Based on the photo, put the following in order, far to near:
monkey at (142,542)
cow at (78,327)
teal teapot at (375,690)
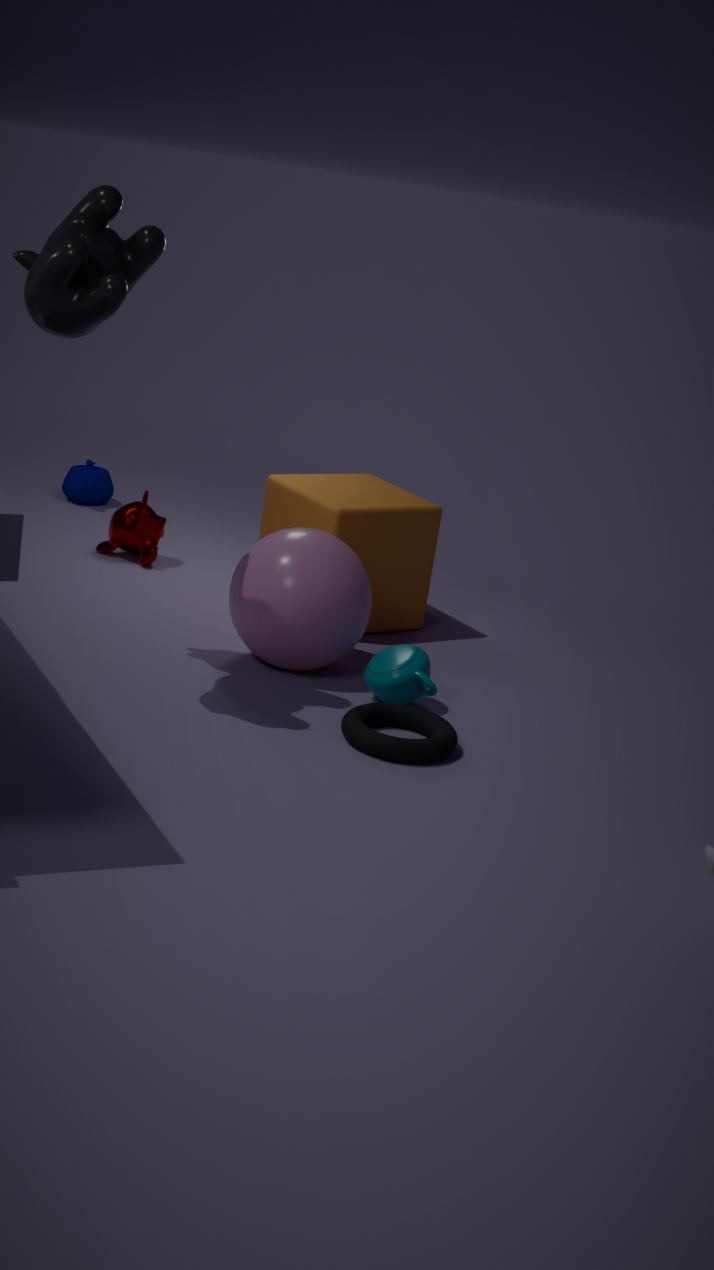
monkey at (142,542)
teal teapot at (375,690)
cow at (78,327)
